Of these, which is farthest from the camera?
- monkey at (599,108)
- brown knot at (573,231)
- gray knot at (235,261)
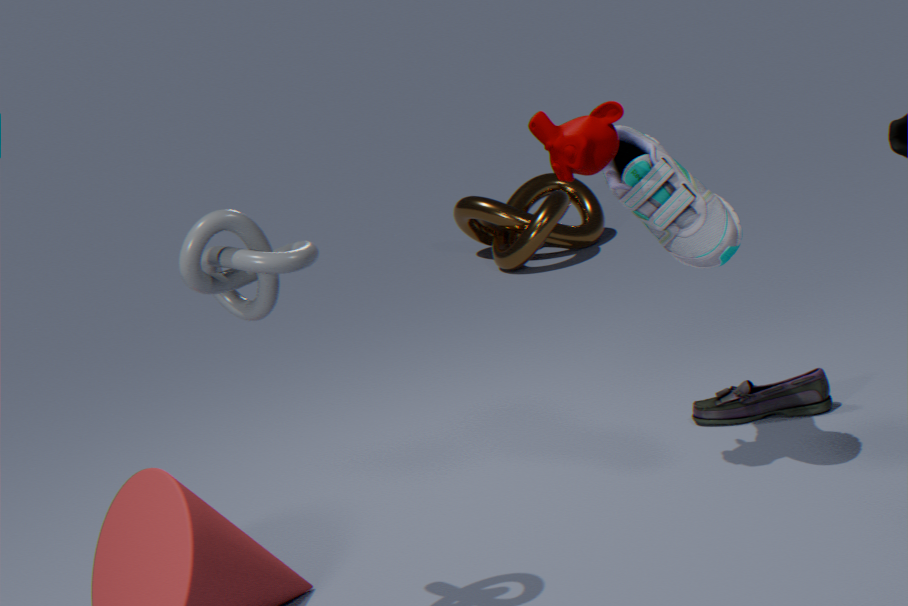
brown knot at (573,231)
